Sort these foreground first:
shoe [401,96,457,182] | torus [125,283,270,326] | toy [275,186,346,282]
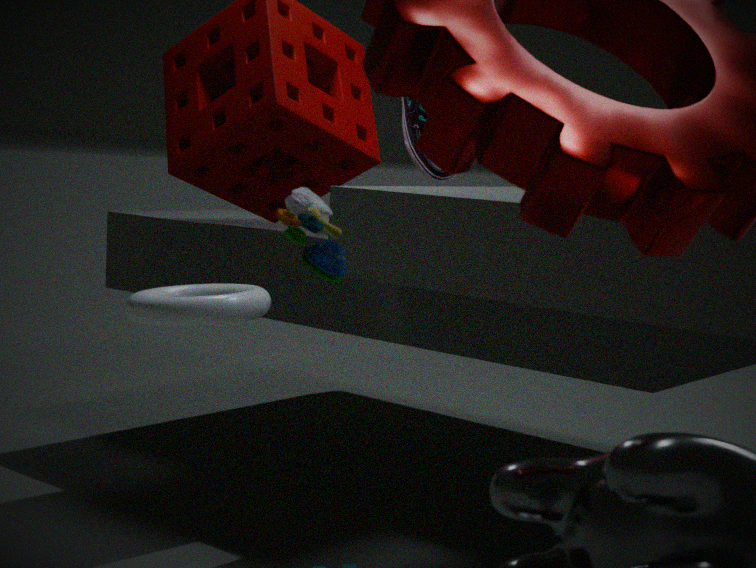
1. toy [275,186,346,282]
2. torus [125,283,270,326]
3. shoe [401,96,457,182]
